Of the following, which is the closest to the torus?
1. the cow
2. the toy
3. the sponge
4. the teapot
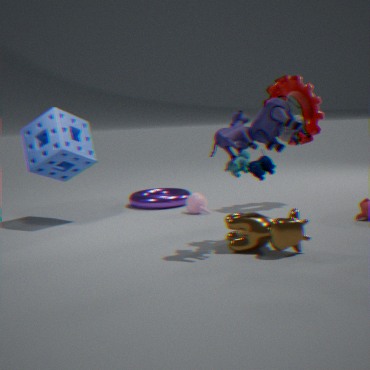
the teapot
